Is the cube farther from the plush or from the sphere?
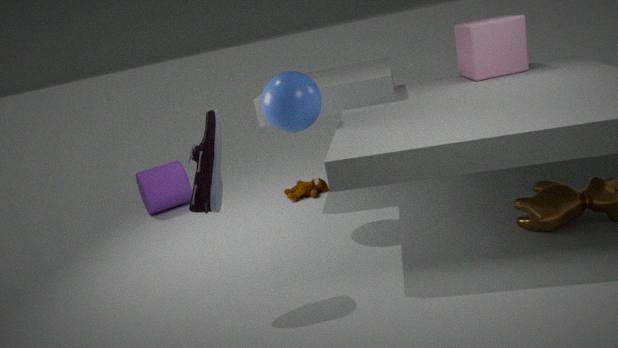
the plush
